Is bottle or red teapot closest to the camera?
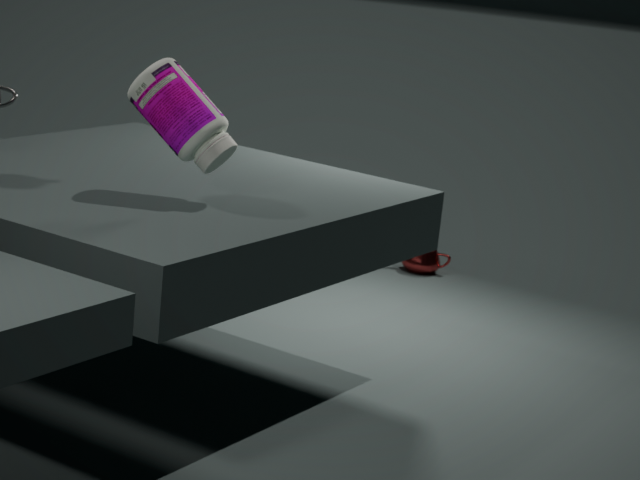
bottle
